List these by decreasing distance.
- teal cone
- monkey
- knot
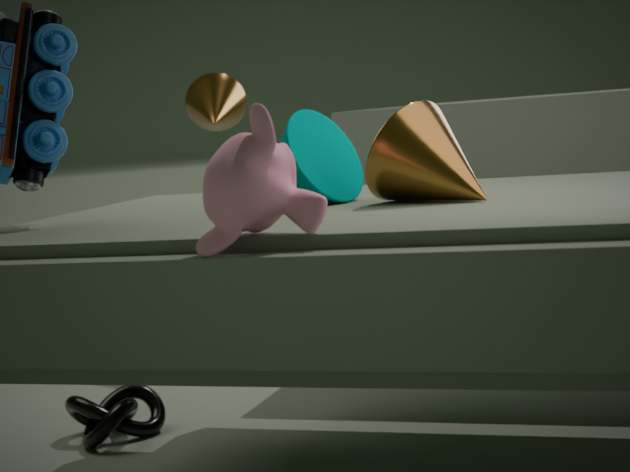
1. knot
2. teal cone
3. monkey
